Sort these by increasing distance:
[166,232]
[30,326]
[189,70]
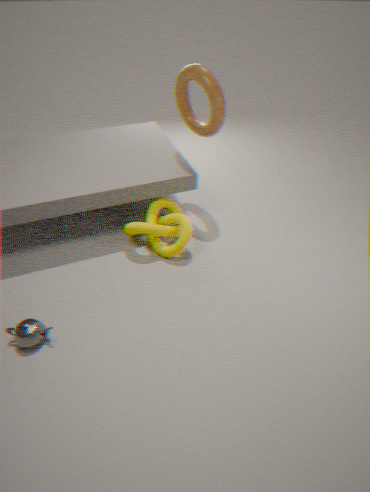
[30,326], [189,70], [166,232]
